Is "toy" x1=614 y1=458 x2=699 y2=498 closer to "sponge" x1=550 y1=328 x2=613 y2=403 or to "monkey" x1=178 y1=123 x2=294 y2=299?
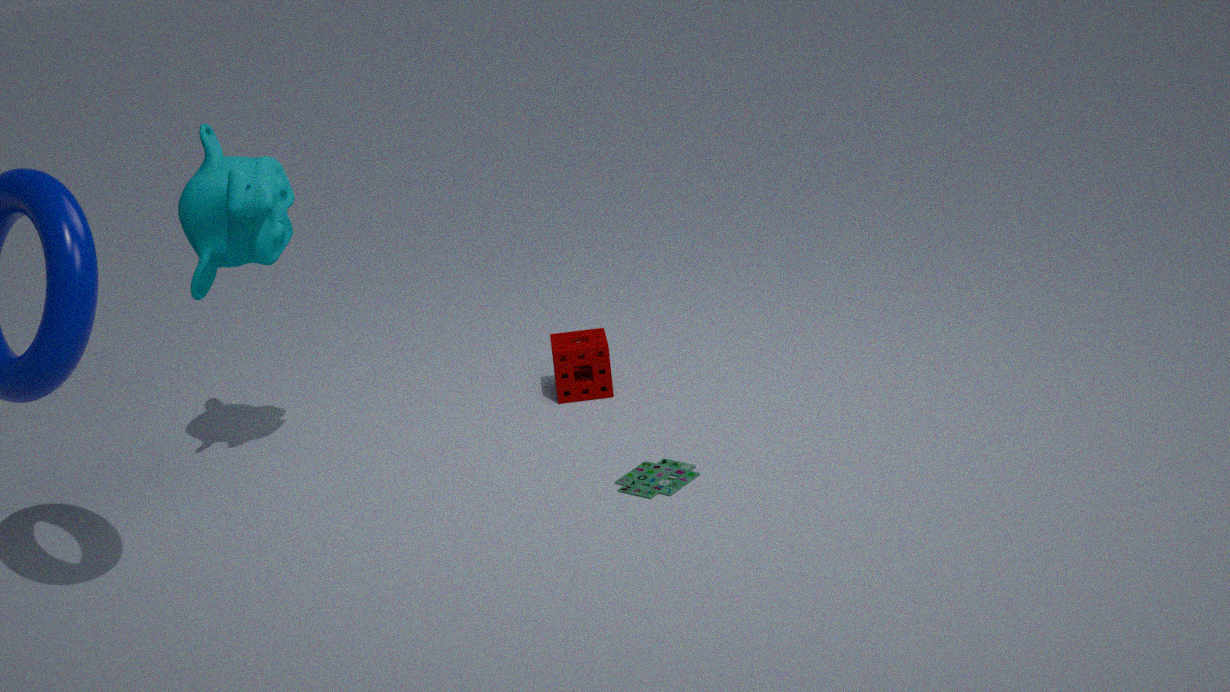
"sponge" x1=550 y1=328 x2=613 y2=403
